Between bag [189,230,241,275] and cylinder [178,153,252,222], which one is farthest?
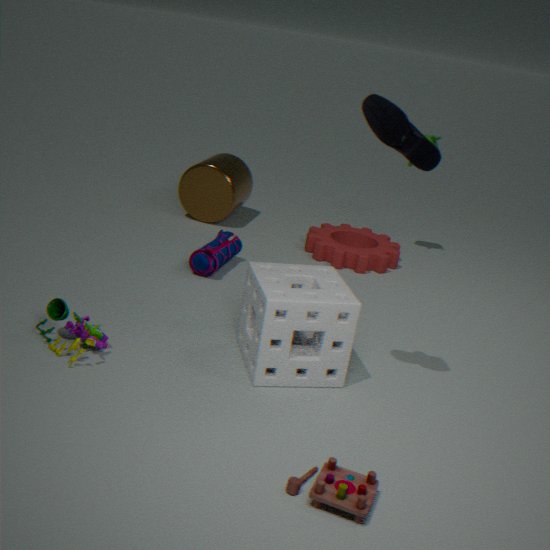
cylinder [178,153,252,222]
